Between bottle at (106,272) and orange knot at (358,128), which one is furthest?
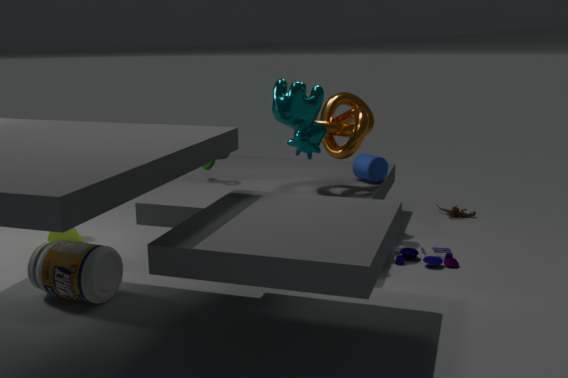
orange knot at (358,128)
